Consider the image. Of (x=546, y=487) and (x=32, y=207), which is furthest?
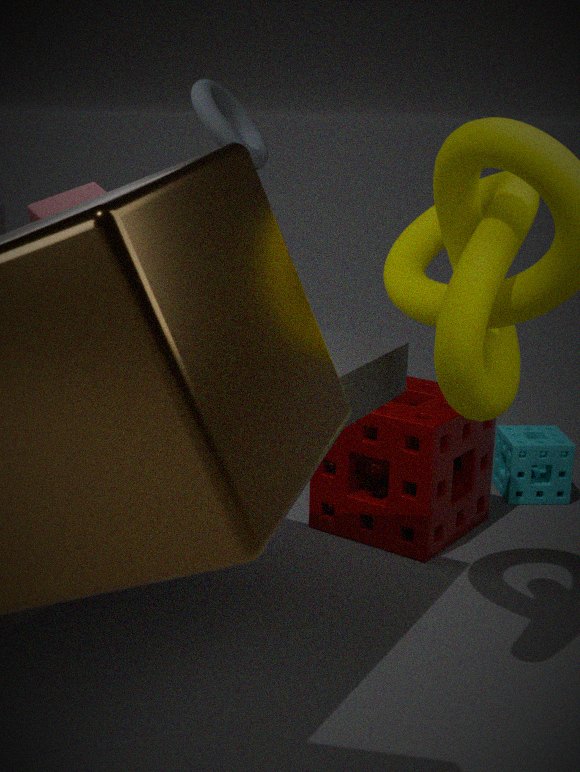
(x=546, y=487)
